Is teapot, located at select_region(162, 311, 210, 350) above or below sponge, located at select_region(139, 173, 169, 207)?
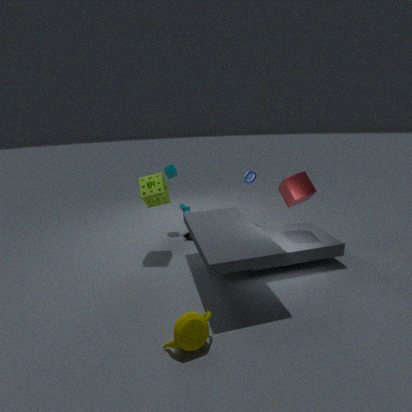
below
